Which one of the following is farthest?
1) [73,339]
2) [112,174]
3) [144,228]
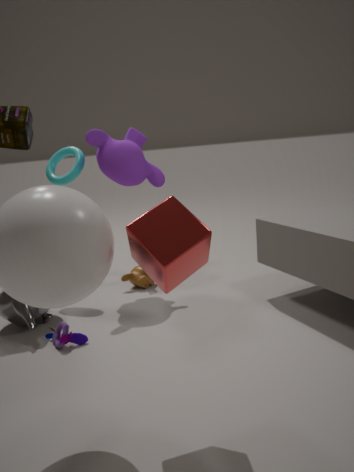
2. [112,174]
